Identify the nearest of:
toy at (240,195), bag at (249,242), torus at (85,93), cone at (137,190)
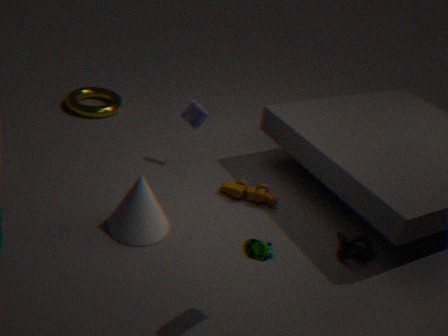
bag at (249,242)
